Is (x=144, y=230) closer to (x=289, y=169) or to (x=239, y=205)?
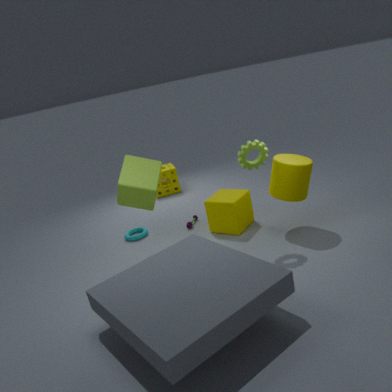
(x=239, y=205)
